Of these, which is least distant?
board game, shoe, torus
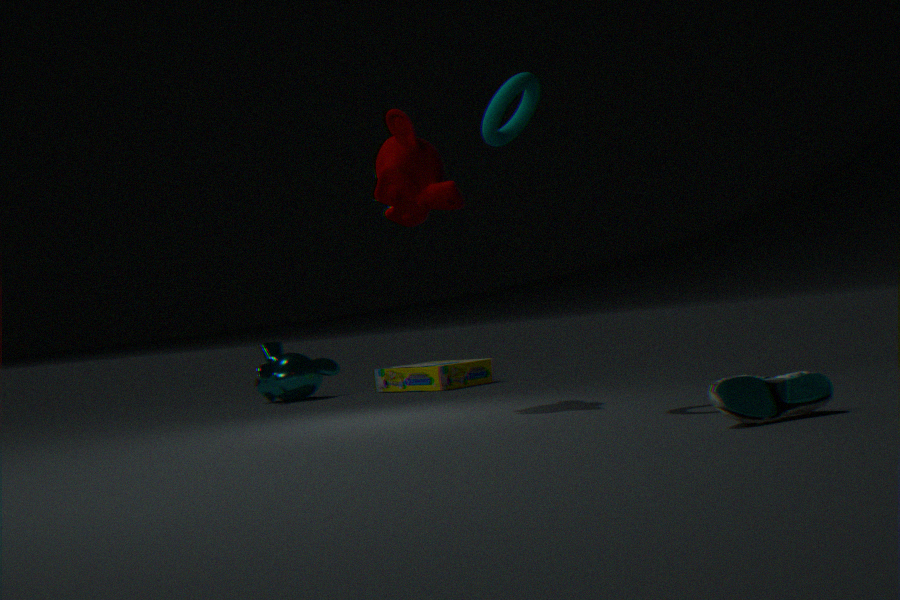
shoe
